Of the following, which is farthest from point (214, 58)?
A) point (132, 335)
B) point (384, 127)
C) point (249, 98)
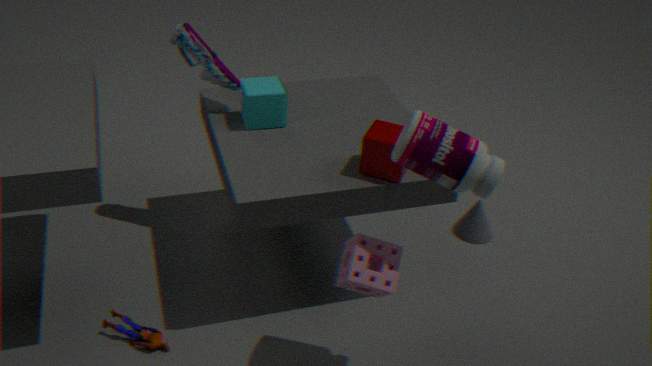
point (132, 335)
